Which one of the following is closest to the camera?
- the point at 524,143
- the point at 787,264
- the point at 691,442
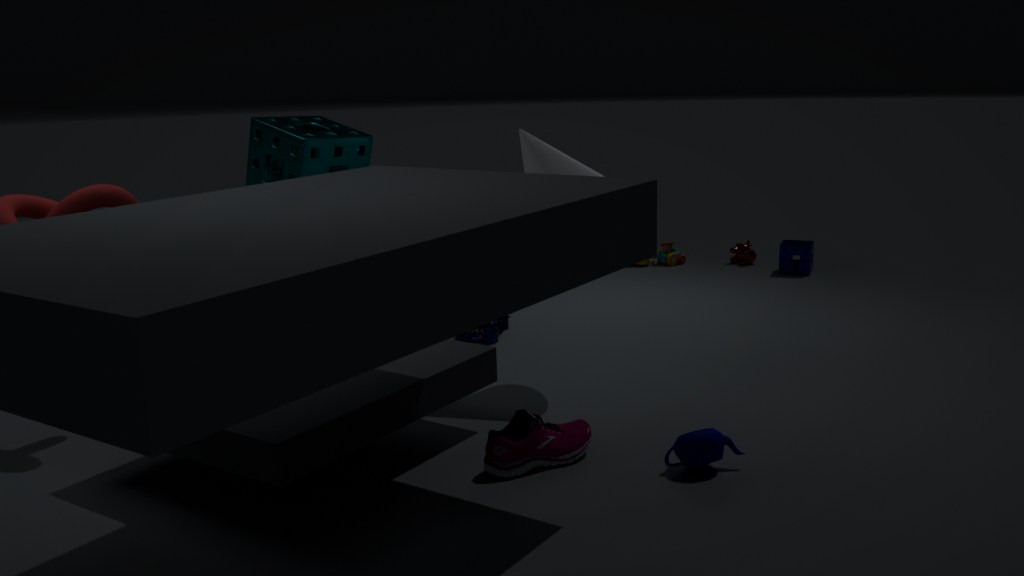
the point at 691,442
